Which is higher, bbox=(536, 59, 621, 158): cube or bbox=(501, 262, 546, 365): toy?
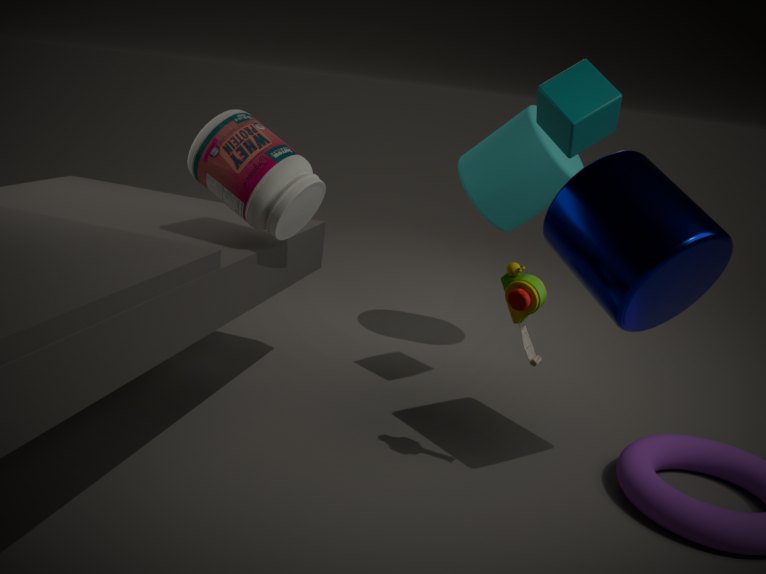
bbox=(536, 59, 621, 158): cube
